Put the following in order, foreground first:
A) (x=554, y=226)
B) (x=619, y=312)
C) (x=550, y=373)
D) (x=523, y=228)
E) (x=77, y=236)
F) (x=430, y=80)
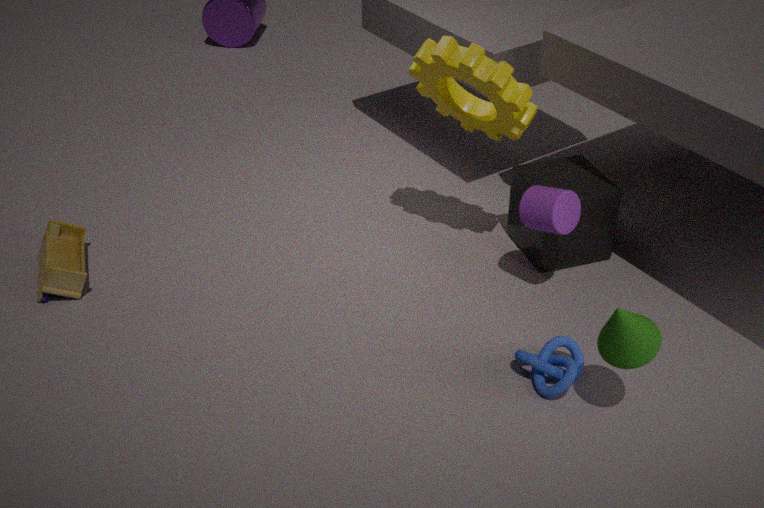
B. (x=619, y=312) → C. (x=550, y=373) → A. (x=554, y=226) → F. (x=430, y=80) → D. (x=523, y=228) → E. (x=77, y=236)
